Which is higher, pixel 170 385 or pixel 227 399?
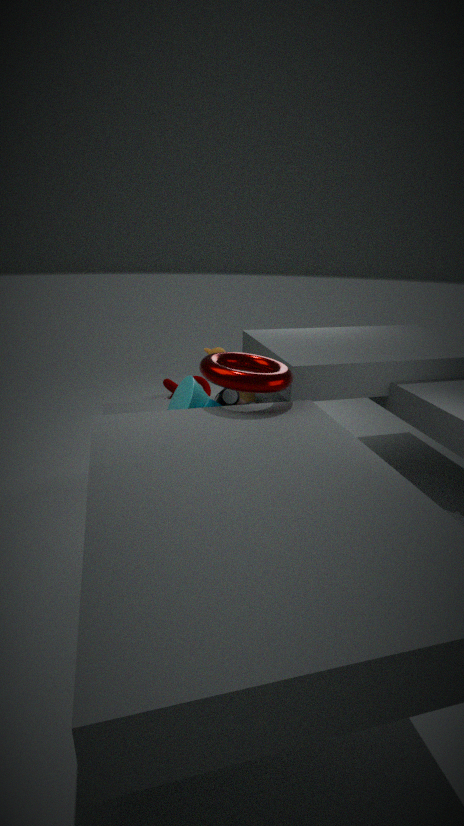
pixel 227 399
